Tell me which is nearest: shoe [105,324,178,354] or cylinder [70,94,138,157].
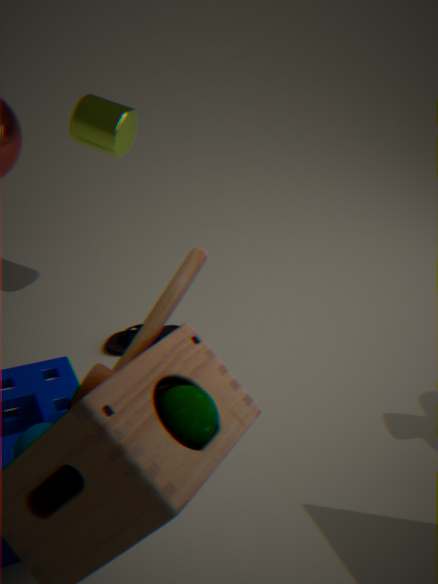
cylinder [70,94,138,157]
